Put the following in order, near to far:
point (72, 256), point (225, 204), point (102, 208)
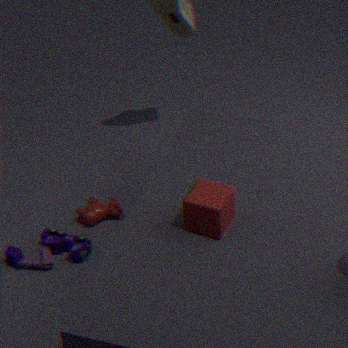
point (225, 204), point (72, 256), point (102, 208)
